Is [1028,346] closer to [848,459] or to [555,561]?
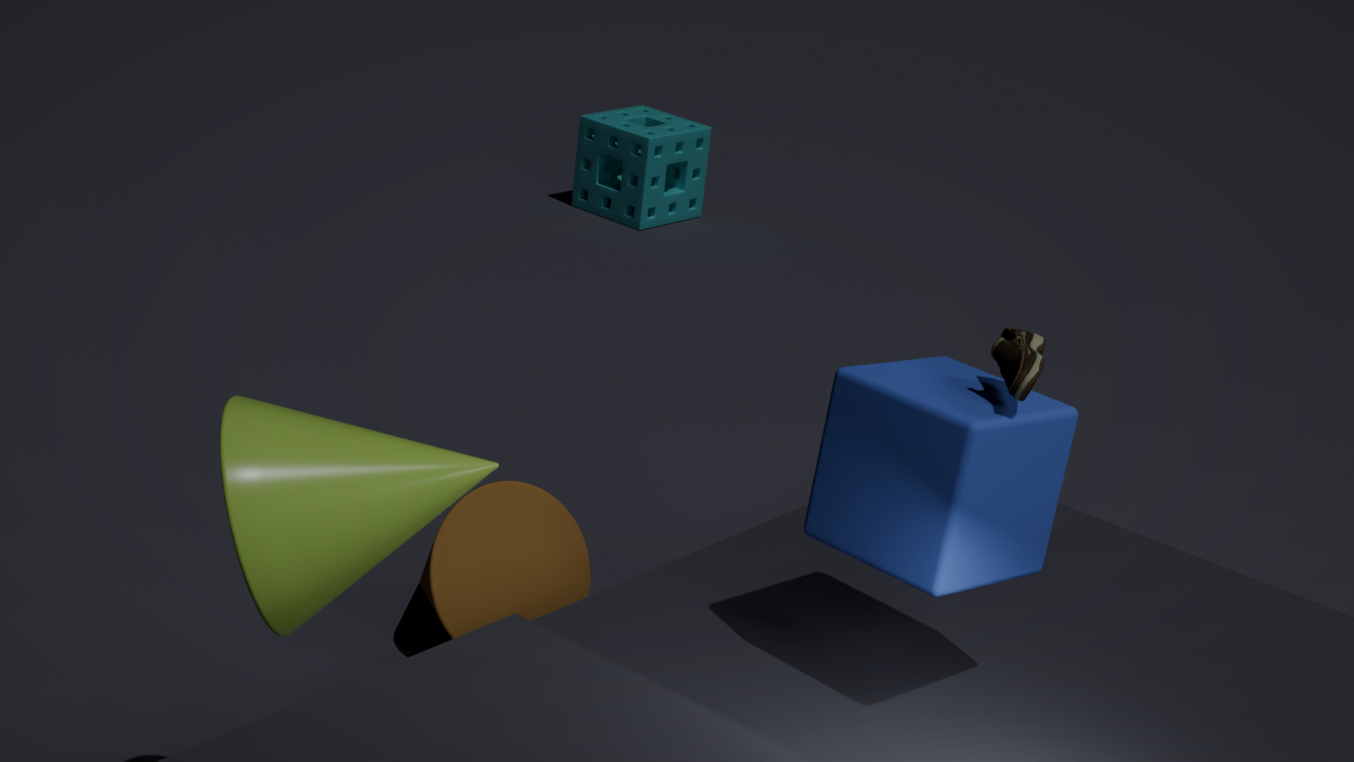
[848,459]
